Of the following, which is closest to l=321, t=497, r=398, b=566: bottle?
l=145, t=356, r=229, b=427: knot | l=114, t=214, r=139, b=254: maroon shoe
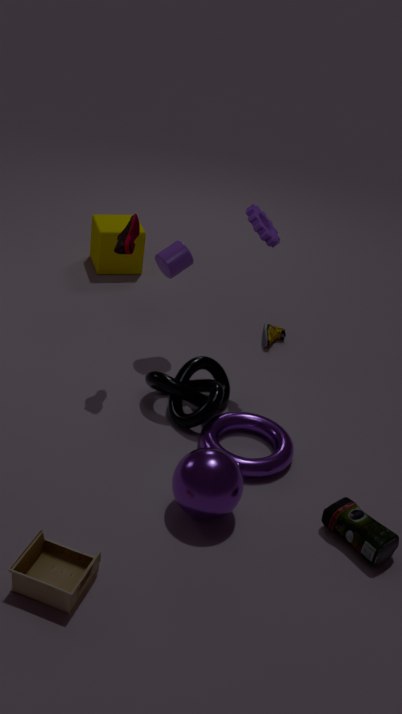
l=145, t=356, r=229, b=427: knot
